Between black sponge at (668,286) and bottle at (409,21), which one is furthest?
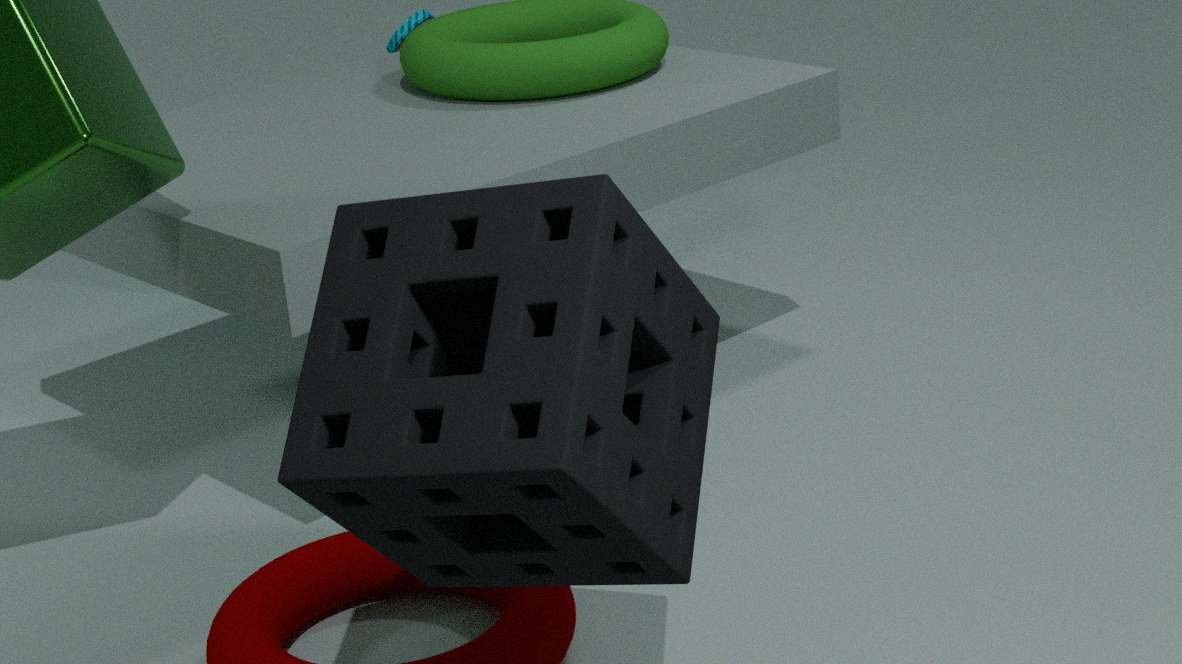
bottle at (409,21)
